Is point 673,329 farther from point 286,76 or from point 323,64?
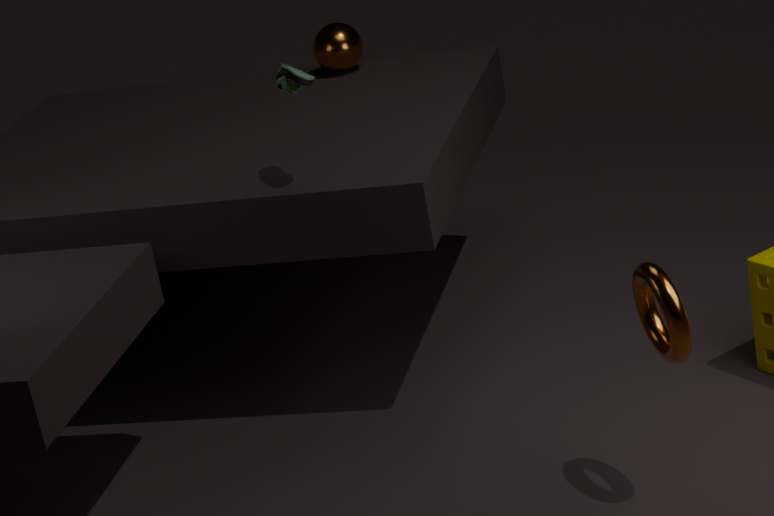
Answer: point 323,64
